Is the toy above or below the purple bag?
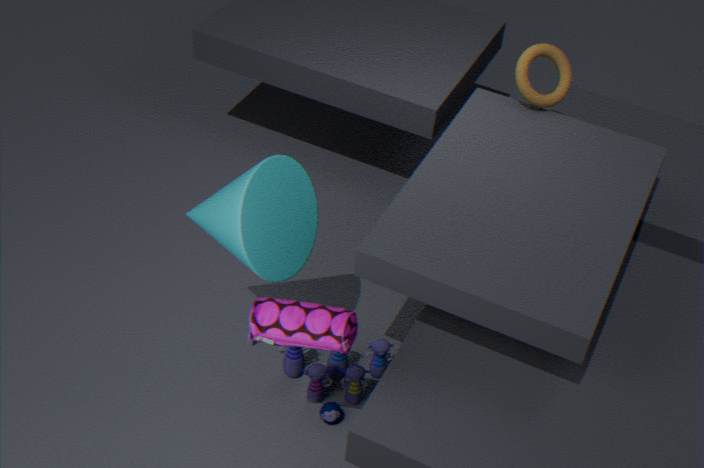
below
